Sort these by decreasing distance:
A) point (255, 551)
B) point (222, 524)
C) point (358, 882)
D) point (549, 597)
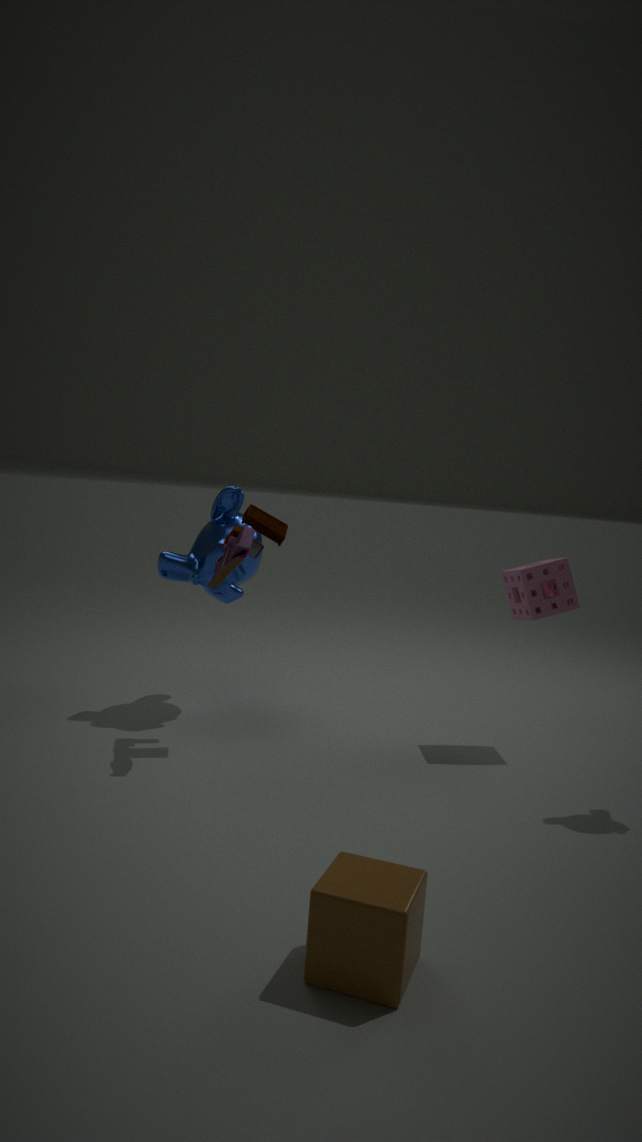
point (222, 524)
point (549, 597)
point (255, 551)
point (358, 882)
